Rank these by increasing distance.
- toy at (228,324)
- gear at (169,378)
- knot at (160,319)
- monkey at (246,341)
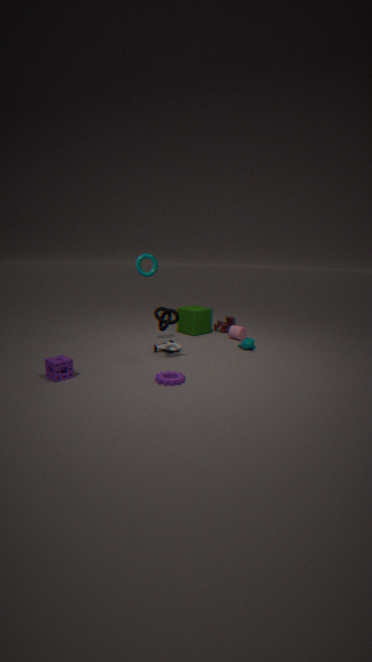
gear at (169,378), knot at (160,319), monkey at (246,341), toy at (228,324)
